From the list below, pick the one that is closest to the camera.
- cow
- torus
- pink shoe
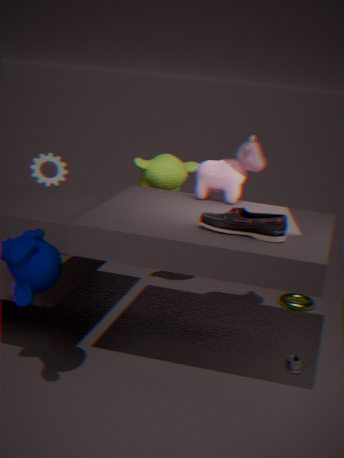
pink shoe
